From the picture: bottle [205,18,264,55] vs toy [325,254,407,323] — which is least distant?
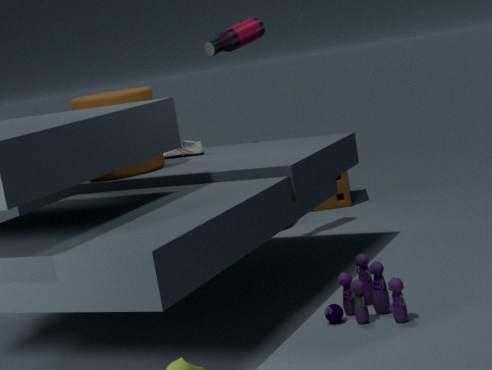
toy [325,254,407,323]
